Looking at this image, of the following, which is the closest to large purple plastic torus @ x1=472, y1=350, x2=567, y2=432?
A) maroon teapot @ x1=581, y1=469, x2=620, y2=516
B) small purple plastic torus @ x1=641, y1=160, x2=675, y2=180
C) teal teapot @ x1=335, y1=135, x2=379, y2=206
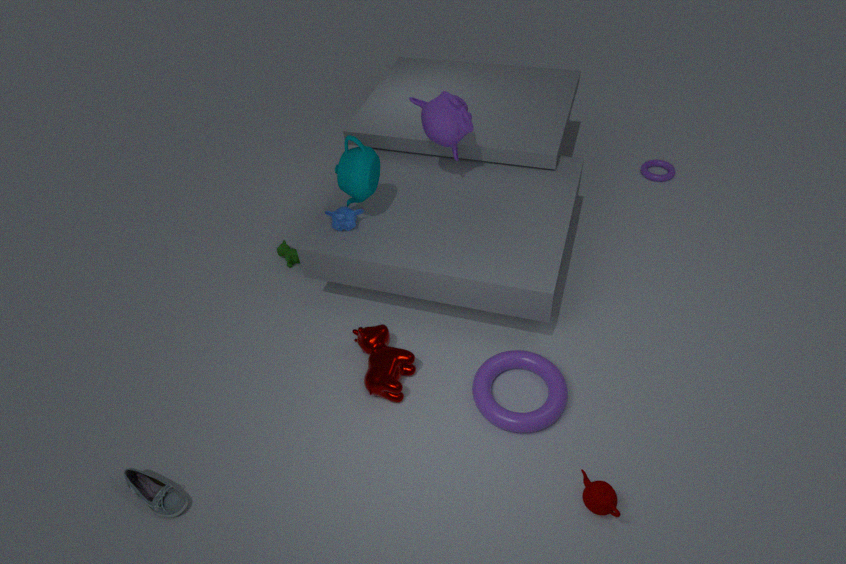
maroon teapot @ x1=581, y1=469, x2=620, y2=516
